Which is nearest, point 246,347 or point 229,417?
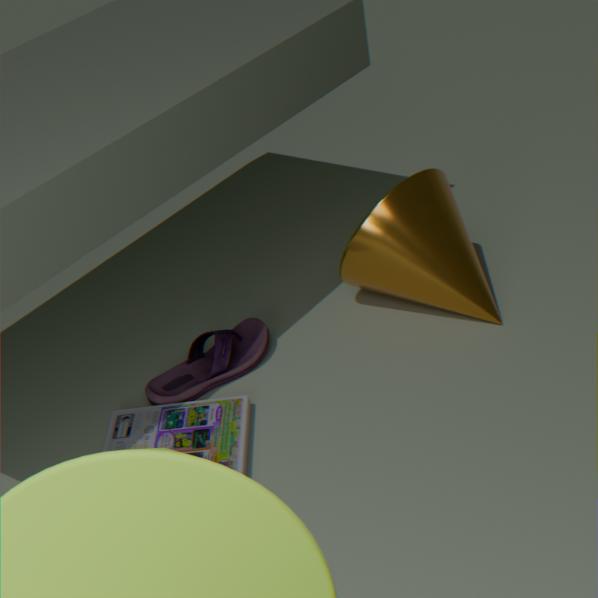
point 229,417
